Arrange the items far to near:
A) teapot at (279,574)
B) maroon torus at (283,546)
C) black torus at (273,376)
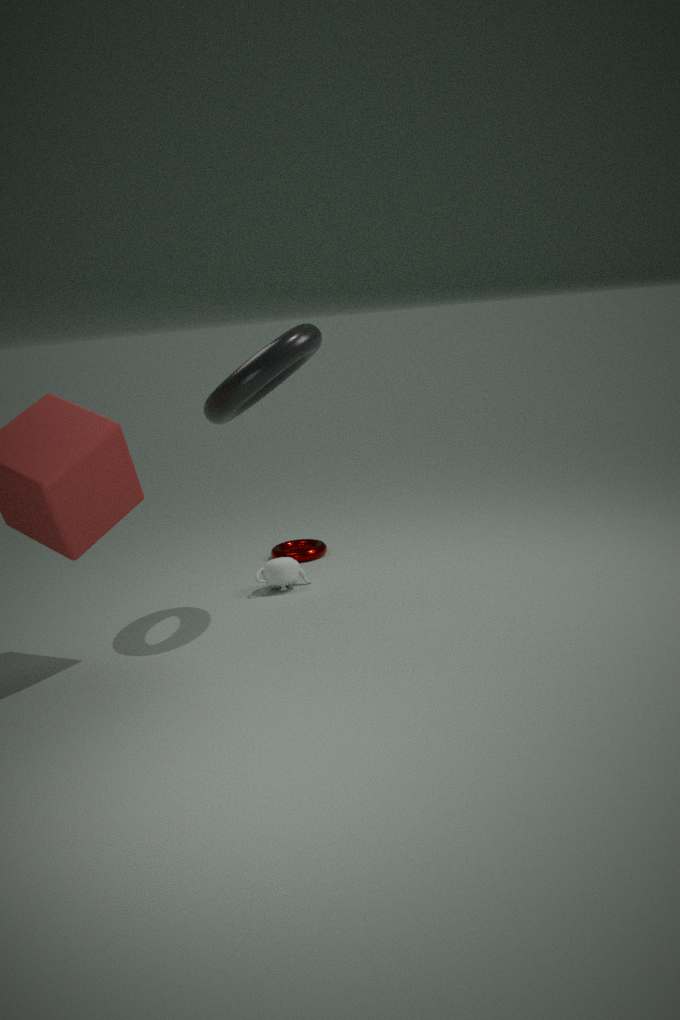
maroon torus at (283,546), teapot at (279,574), black torus at (273,376)
